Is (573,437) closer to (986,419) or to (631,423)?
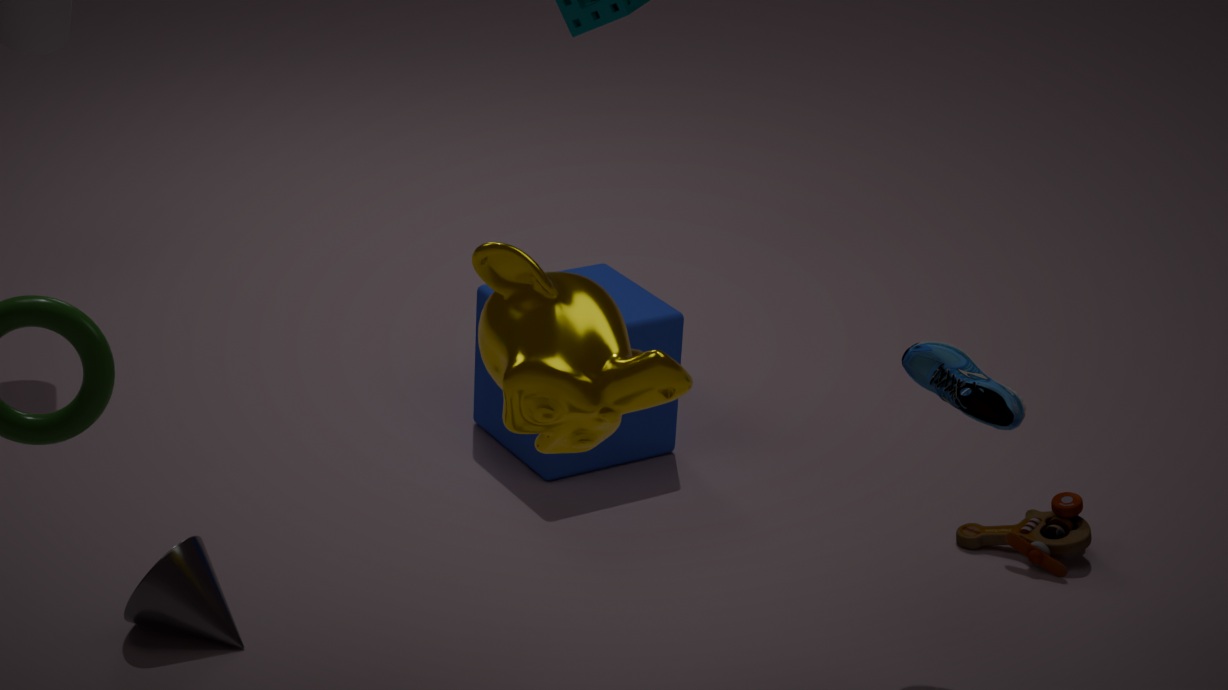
(986,419)
